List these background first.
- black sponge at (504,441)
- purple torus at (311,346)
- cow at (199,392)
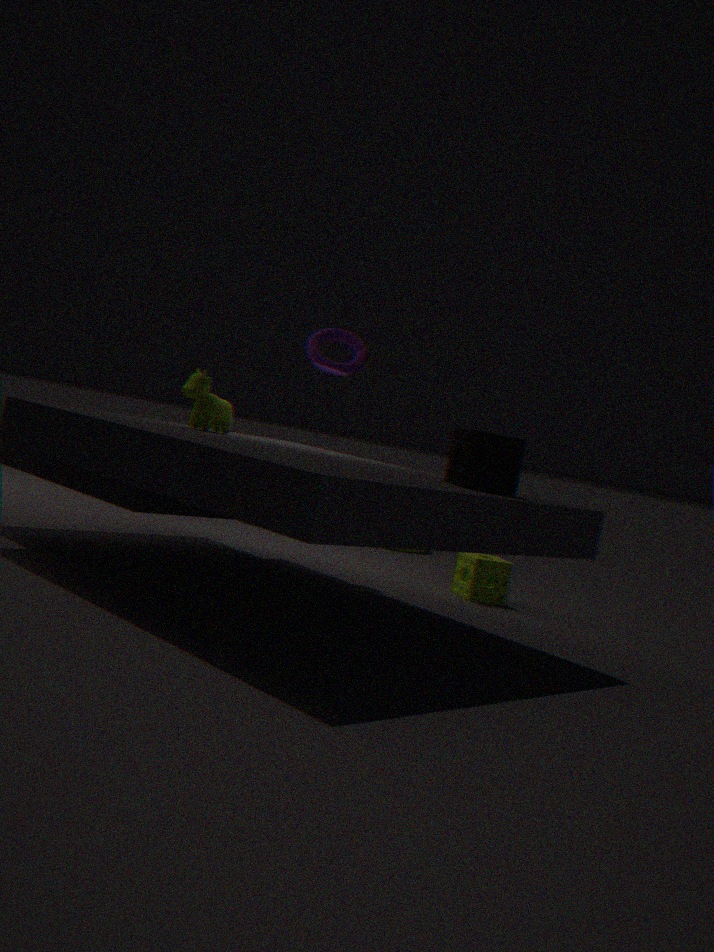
purple torus at (311,346), cow at (199,392), black sponge at (504,441)
